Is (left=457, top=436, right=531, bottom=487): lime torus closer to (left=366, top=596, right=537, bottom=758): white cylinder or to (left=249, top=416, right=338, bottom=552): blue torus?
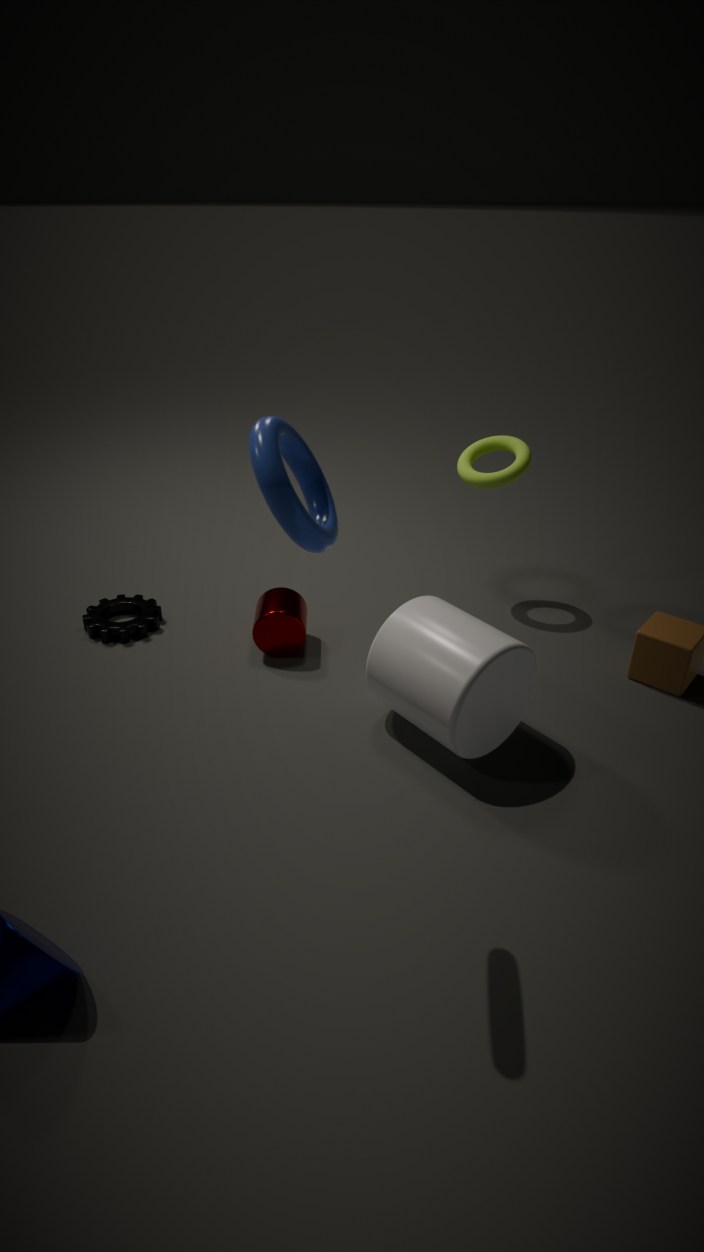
(left=366, top=596, right=537, bottom=758): white cylinder
